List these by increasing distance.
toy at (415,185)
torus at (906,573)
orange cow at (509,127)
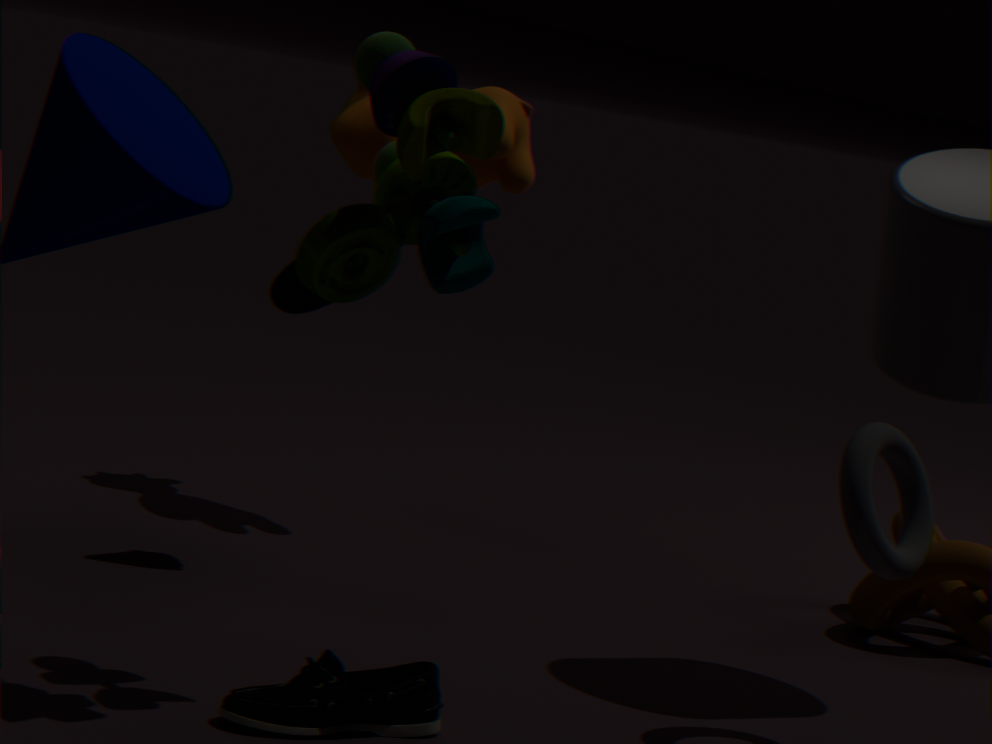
1. toy at (415,185)
2. torus at (906,573)
3. orange cow at (509,127)
